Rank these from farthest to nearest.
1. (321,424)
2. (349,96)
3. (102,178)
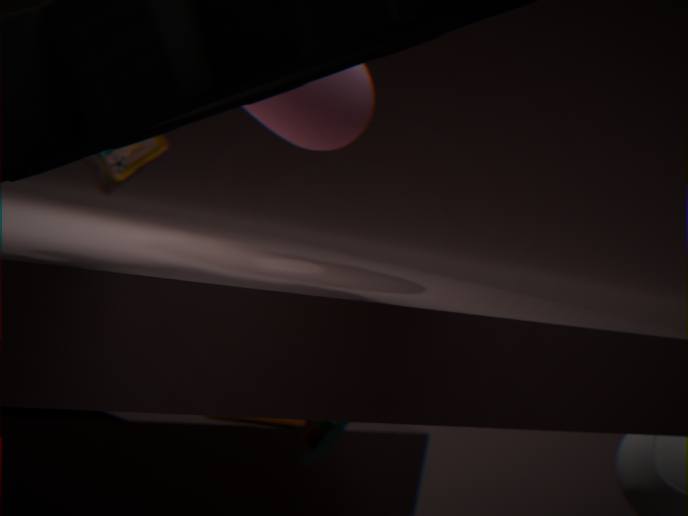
(102,178) → (321,424) → (349,96)
